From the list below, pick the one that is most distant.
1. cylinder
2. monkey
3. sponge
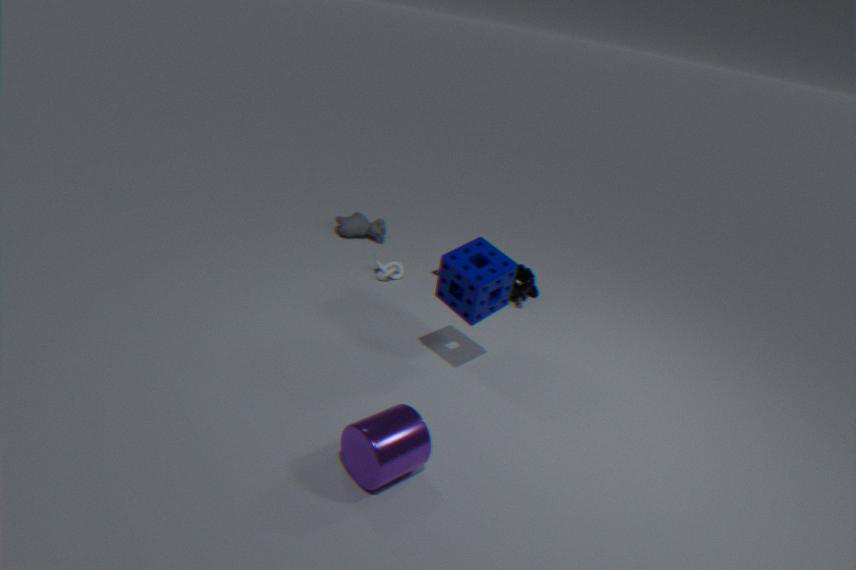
monkey
